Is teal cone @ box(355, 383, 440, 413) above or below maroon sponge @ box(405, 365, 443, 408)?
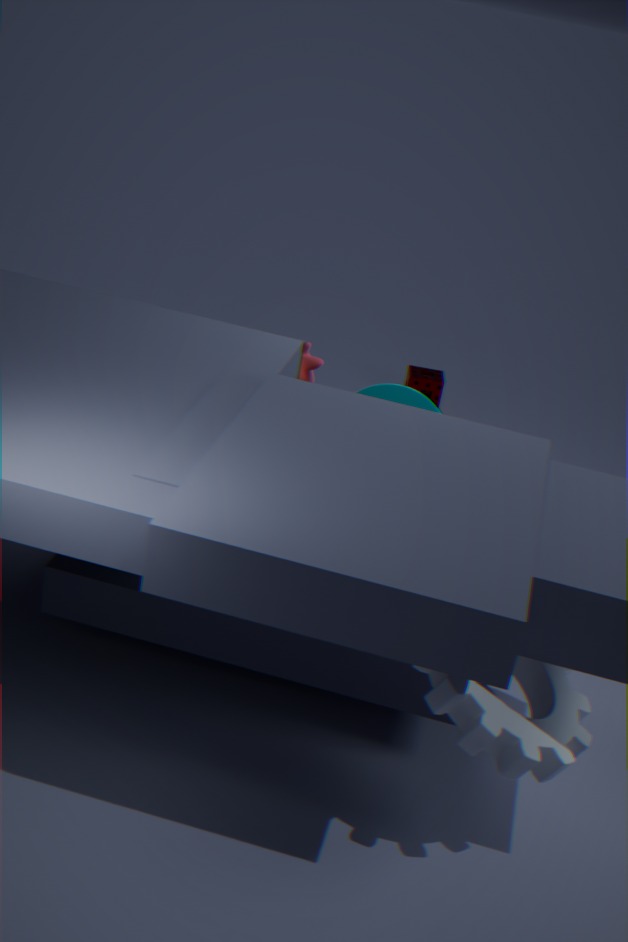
above
